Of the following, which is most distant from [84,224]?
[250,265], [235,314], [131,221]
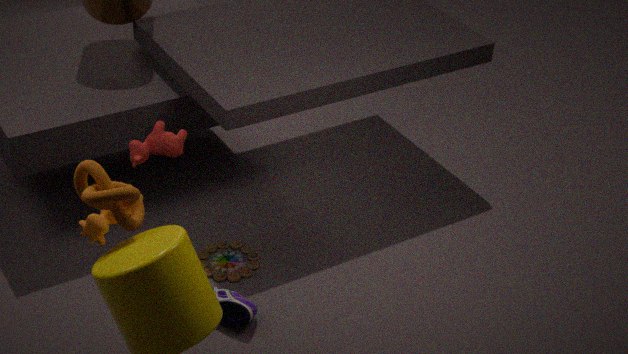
[250,265]
